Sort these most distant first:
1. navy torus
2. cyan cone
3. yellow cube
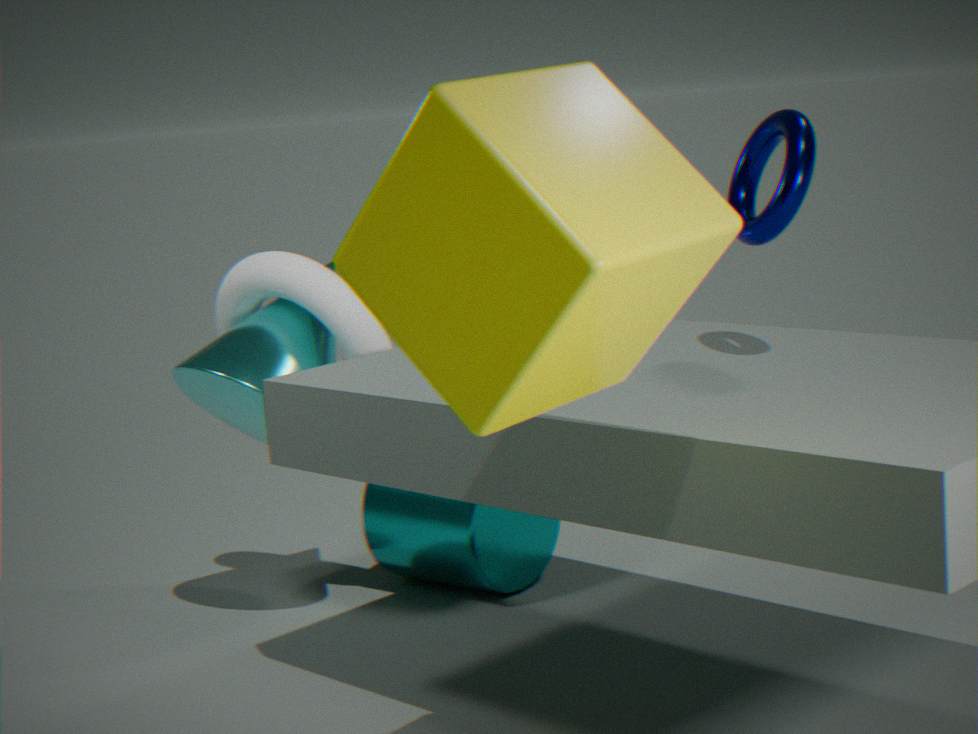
cyan cone < navy torus < yellow cube
